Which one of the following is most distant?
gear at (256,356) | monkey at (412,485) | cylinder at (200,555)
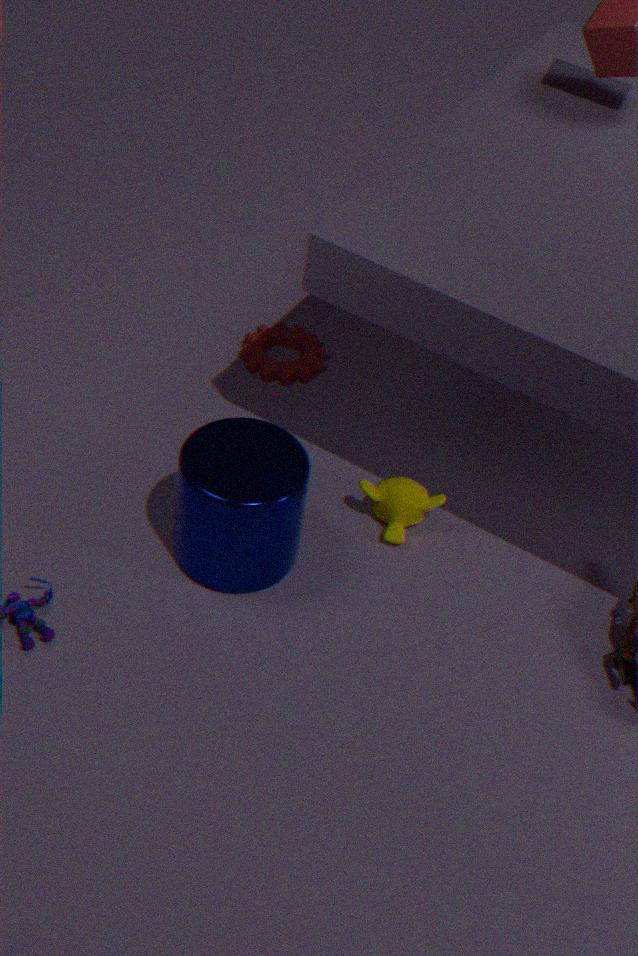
gear at (256,356)
